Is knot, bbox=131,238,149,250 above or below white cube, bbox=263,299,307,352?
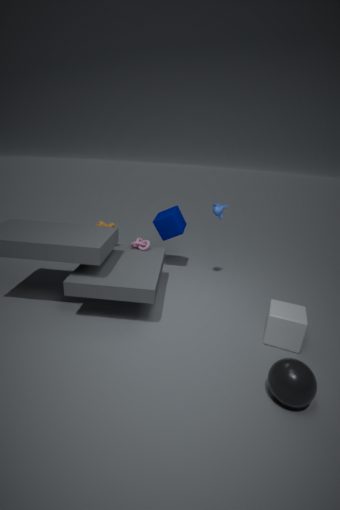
above
